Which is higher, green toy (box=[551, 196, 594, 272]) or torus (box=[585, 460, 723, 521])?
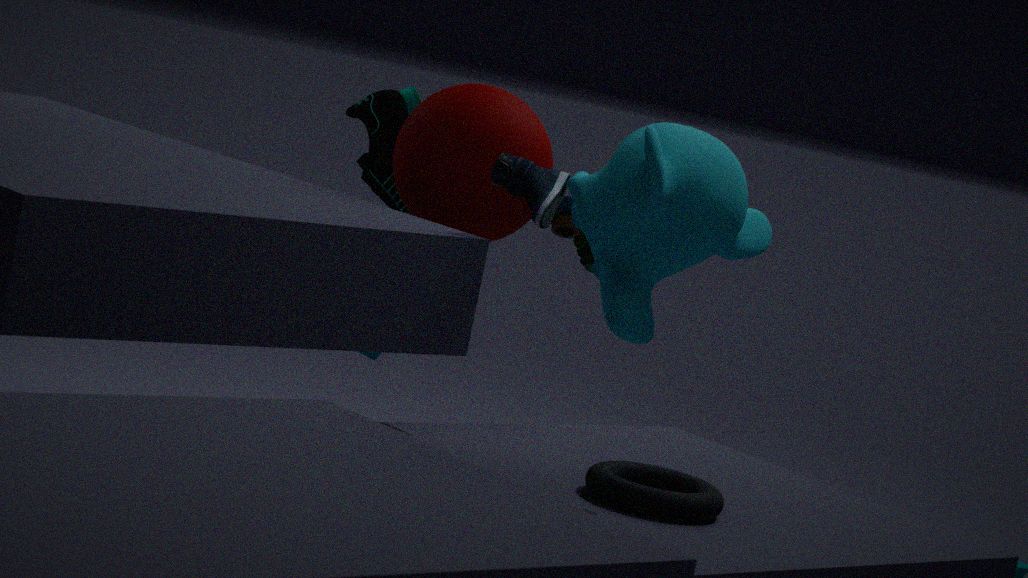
green toy (box=[551, 196, 594, 272])
